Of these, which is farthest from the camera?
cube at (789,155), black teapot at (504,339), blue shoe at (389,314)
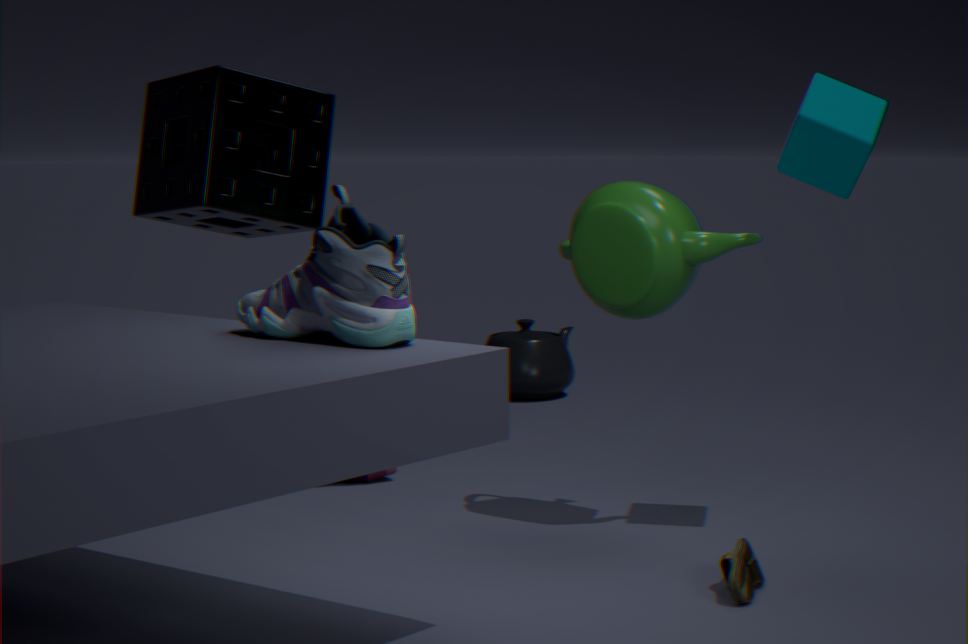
black teapot at (504,339)
